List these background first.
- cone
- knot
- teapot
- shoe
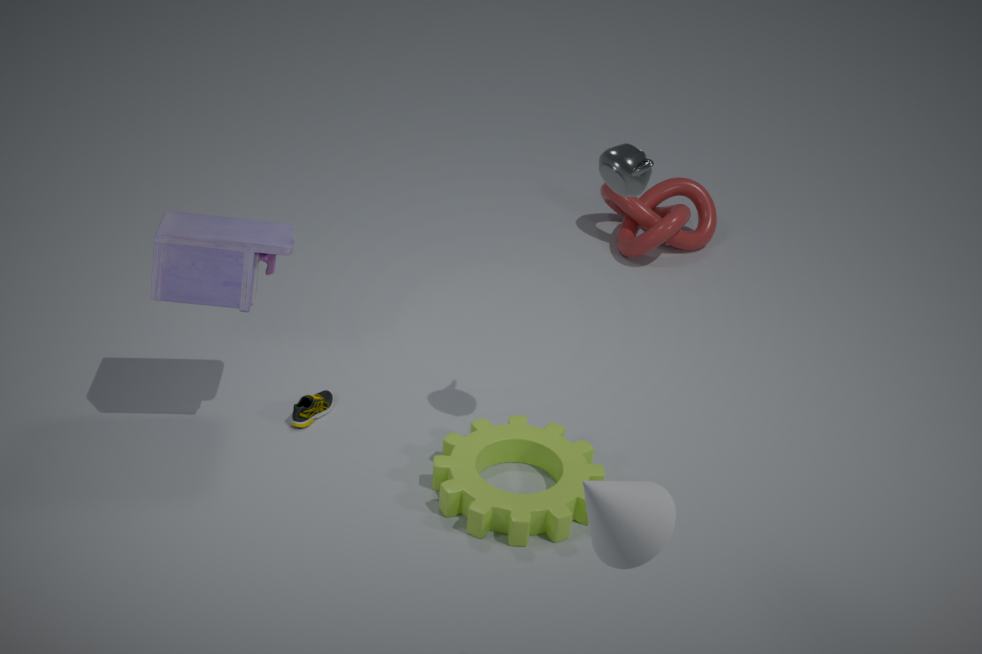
knot < shoe < teapot < cone
